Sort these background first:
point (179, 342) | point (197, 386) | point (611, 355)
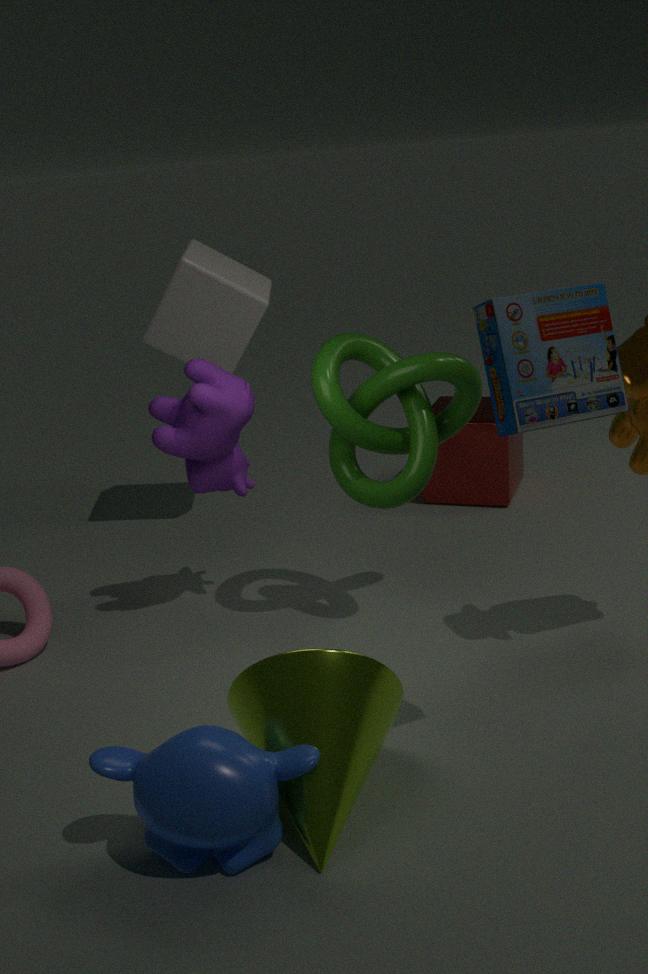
point (179, 342), point (197, 386), point (611, 355)
